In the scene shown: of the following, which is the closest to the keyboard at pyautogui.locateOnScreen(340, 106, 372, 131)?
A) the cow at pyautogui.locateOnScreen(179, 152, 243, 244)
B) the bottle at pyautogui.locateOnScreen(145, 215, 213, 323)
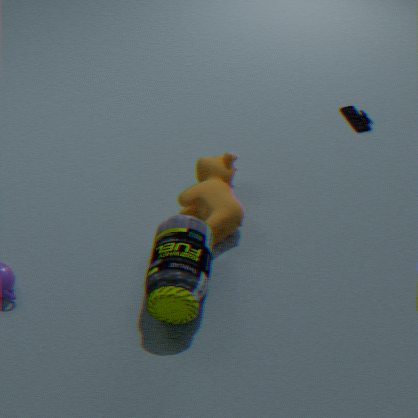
the cow at pyautogui.locateOnScreen(179, 152, 243, 244)
